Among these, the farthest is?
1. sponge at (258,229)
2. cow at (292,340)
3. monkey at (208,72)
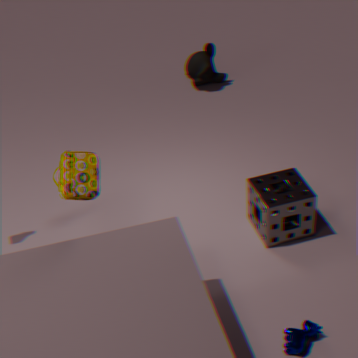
monkey at (208,72)
